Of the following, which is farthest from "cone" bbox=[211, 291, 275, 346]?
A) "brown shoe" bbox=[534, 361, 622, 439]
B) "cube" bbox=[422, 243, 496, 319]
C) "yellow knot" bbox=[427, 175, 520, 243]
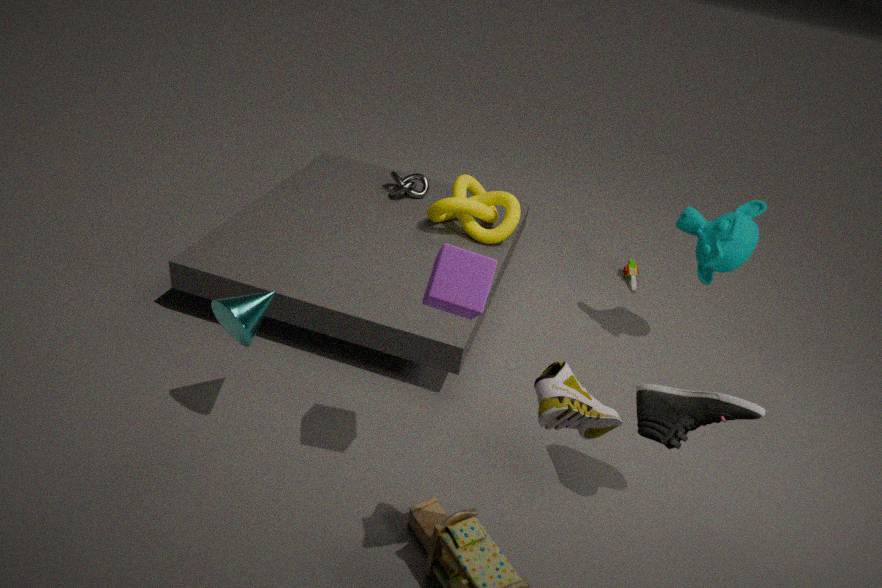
"yellow knot" bbox=[427, 175, 520, 243]
